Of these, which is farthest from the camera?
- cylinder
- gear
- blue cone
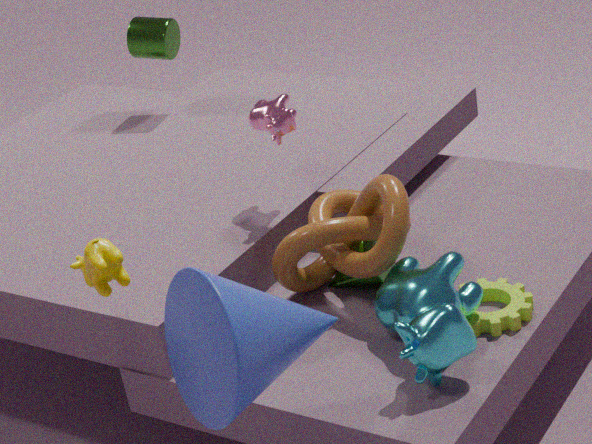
cylinder
